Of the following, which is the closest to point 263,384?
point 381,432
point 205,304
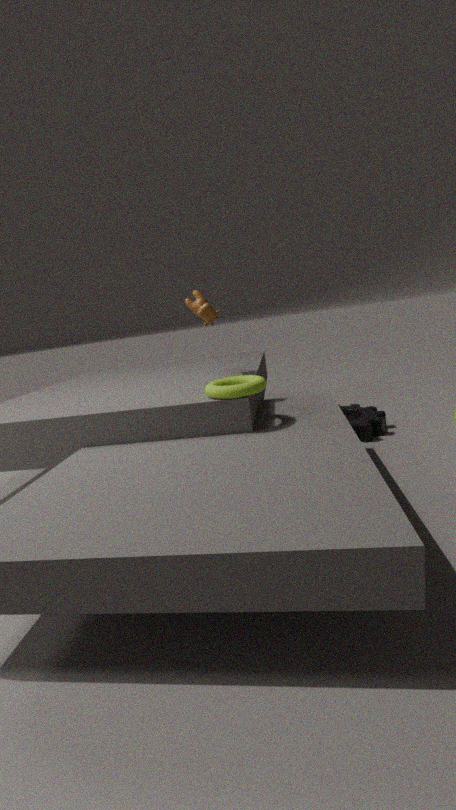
point 205,304
